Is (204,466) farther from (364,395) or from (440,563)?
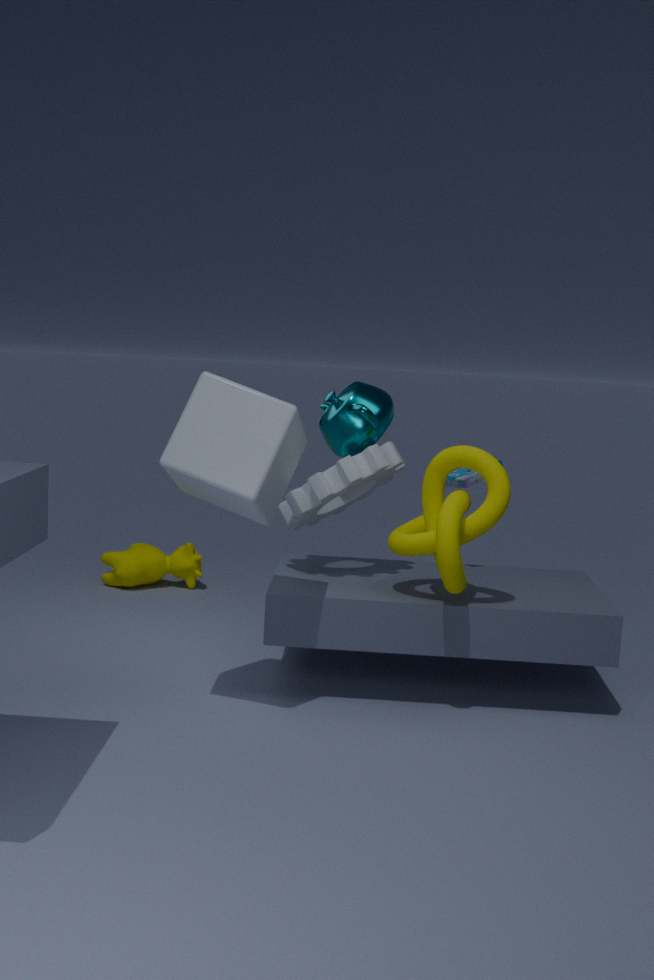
(364,395)
